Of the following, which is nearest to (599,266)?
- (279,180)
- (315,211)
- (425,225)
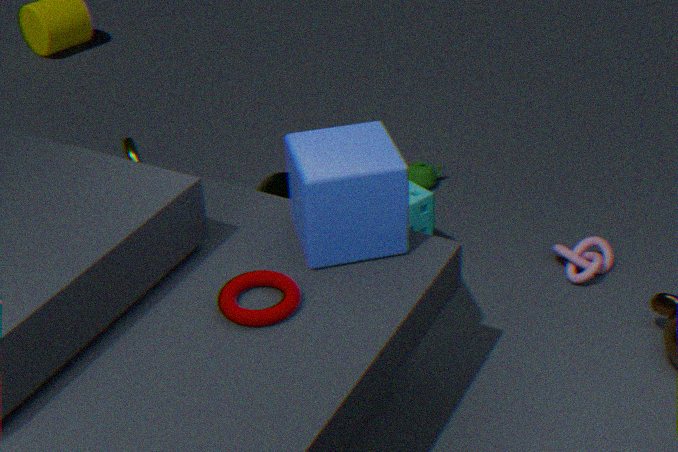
(425,225)
